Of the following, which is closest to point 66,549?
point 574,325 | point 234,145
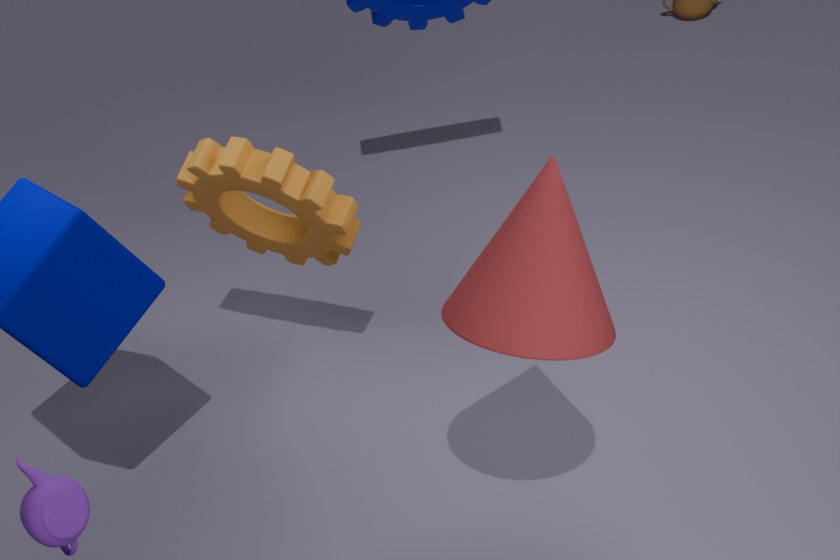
point 234,145
